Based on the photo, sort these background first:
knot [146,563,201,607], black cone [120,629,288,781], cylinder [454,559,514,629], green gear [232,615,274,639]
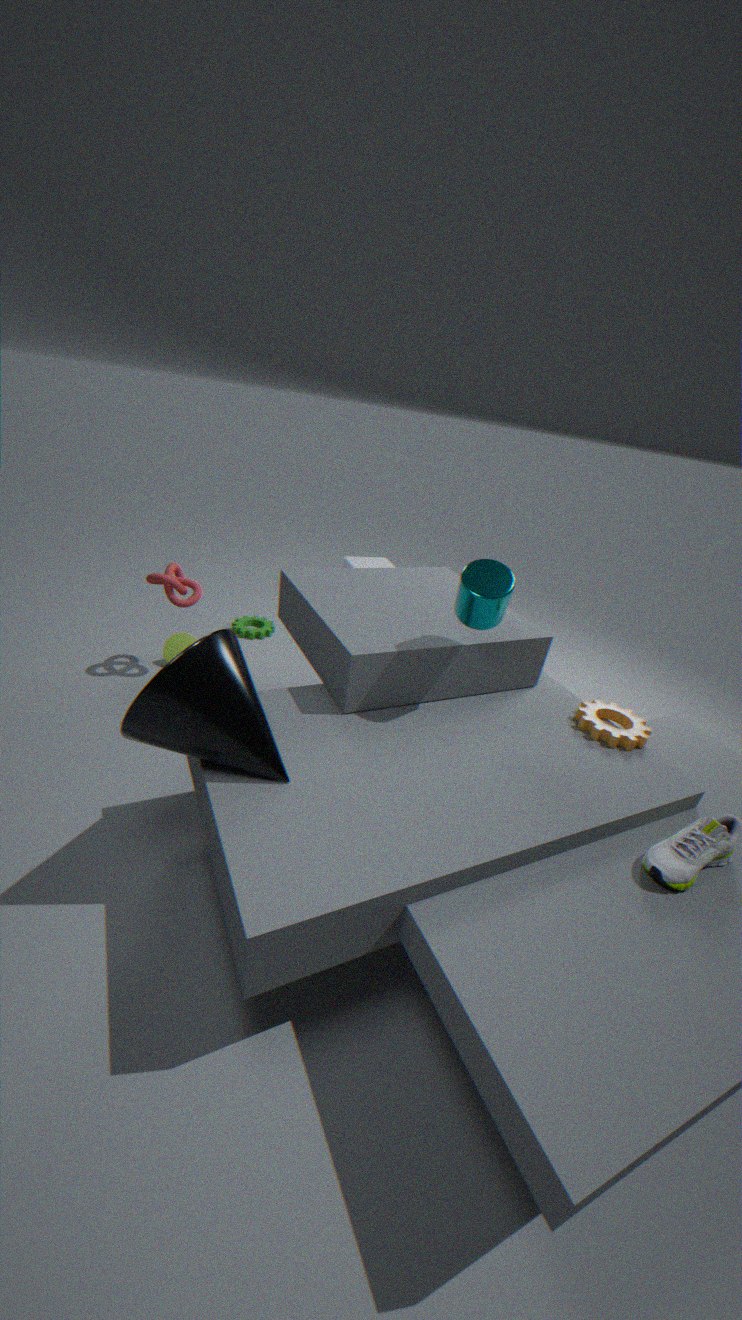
green gear [232,615,274,639], knot [146,563,201,607], cylinder [454,559,514,629], black cone [120,629,288,781]
